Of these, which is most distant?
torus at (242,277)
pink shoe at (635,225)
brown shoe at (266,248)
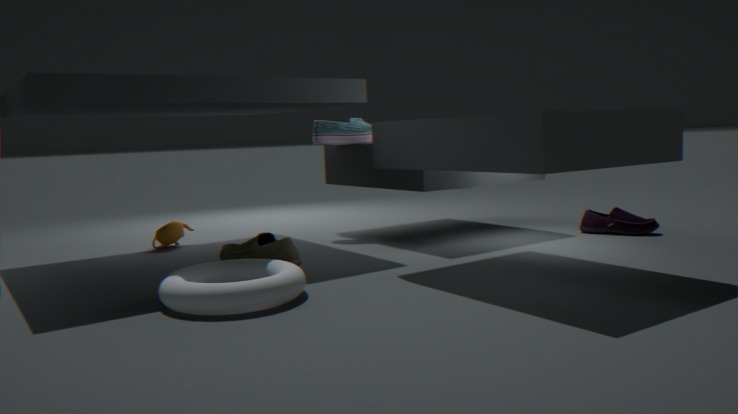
pink shoe at (635,225)
